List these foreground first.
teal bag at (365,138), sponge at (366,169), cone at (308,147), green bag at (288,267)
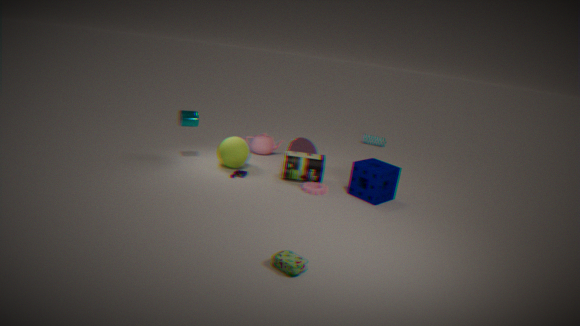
green bag at (288,267), sponge at (366,169), cone at (308,147), teal bag at (365,138)
